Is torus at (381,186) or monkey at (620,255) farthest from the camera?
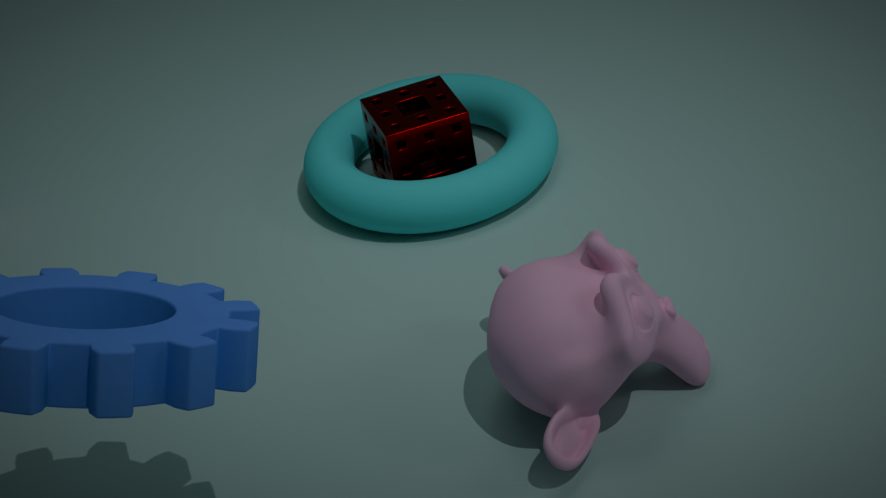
torus at (381,186)
